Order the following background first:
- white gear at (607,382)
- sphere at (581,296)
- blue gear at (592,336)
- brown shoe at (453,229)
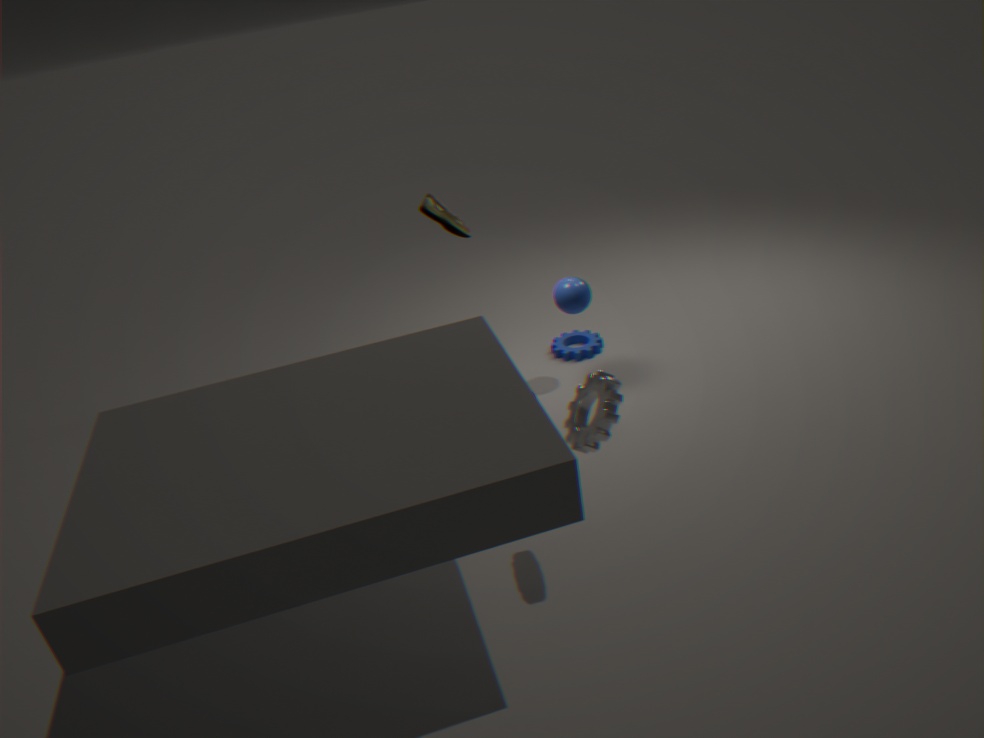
brown shoe at (453,229), blue gear at (592,336), sphere at (581,296), white gear at (607,382)
